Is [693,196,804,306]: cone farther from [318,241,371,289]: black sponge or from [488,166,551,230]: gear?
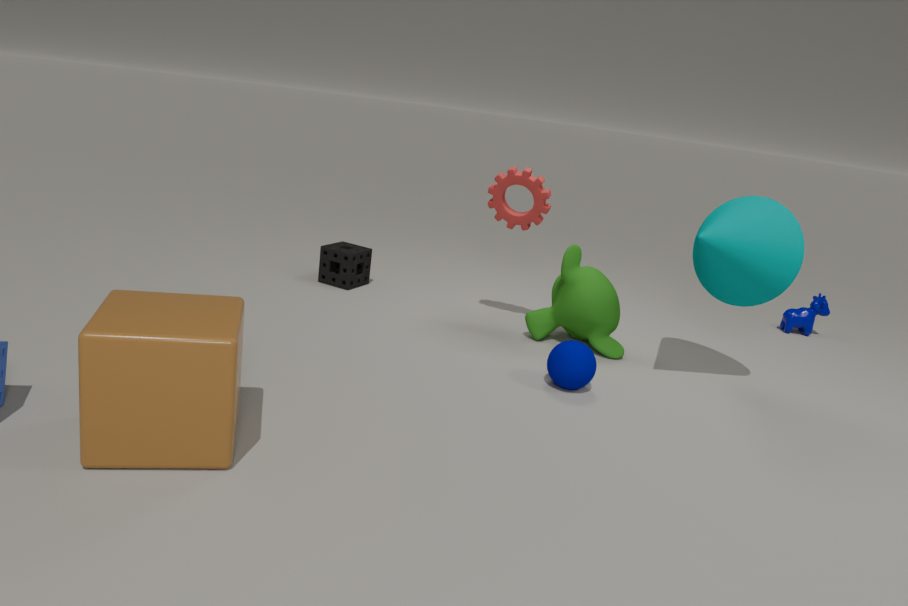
[318,241,371,289]: black sponge
